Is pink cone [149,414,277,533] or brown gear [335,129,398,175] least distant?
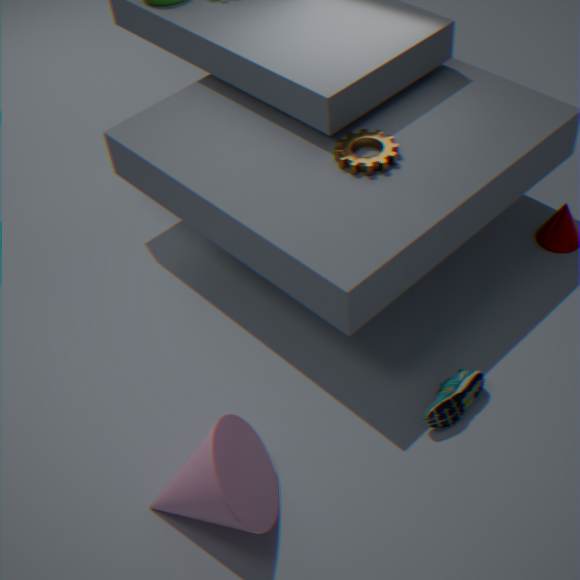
pink cone [149,414,277,533]
